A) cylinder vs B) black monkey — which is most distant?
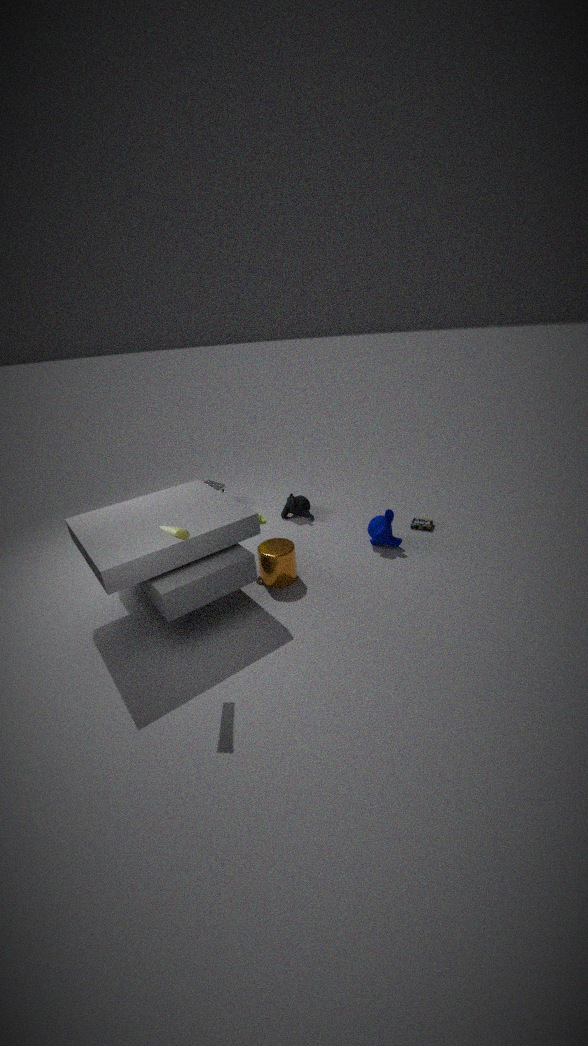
B. black monkey
